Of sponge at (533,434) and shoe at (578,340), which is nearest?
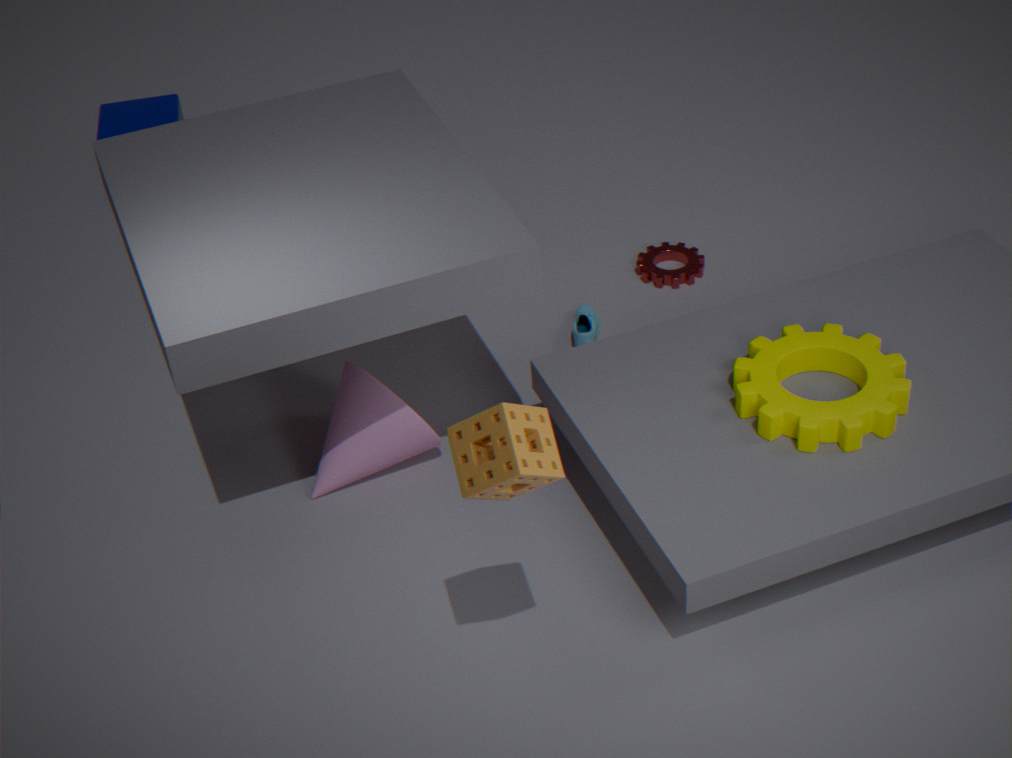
sponge at (533,434)
